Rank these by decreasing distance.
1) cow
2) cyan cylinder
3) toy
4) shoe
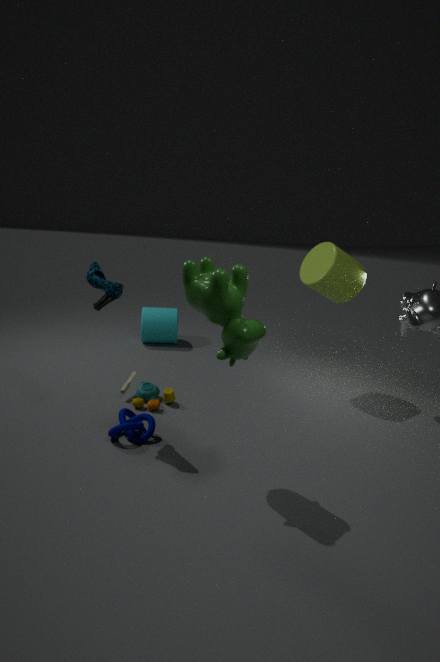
1. 2. cyan cylinder
2. 3. toy
3. 4. shoe
4. 1. cow
